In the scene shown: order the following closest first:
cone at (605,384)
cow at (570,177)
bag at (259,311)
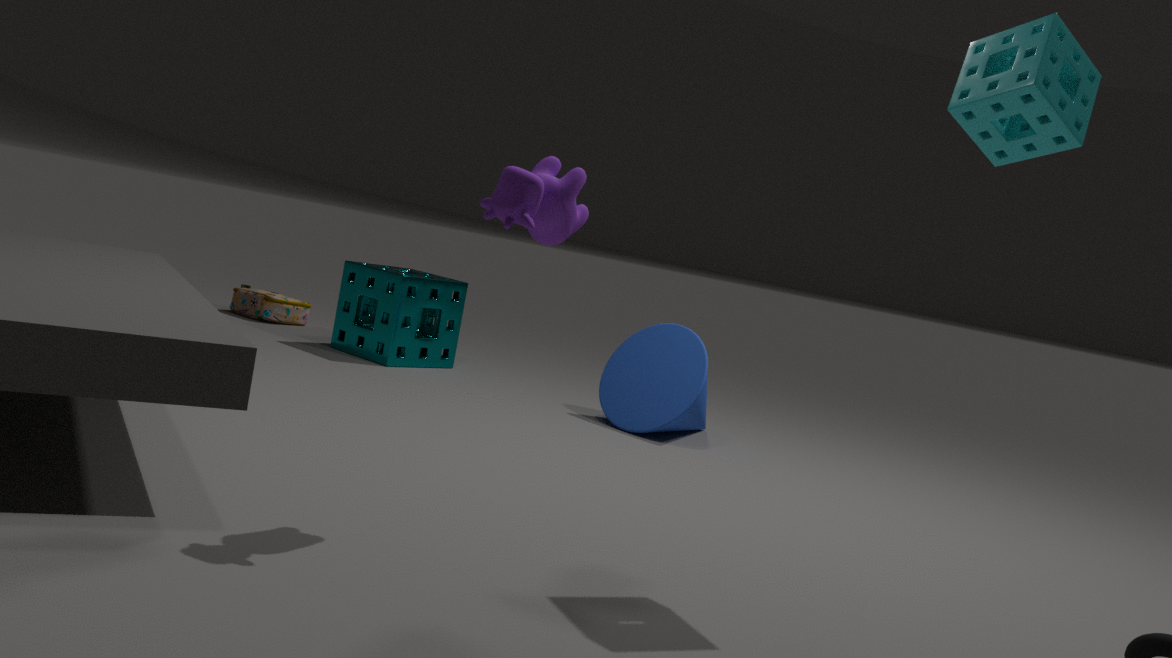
1. cow at (570,177)
2. cone at (605,384)
3. bag at (259,311)
